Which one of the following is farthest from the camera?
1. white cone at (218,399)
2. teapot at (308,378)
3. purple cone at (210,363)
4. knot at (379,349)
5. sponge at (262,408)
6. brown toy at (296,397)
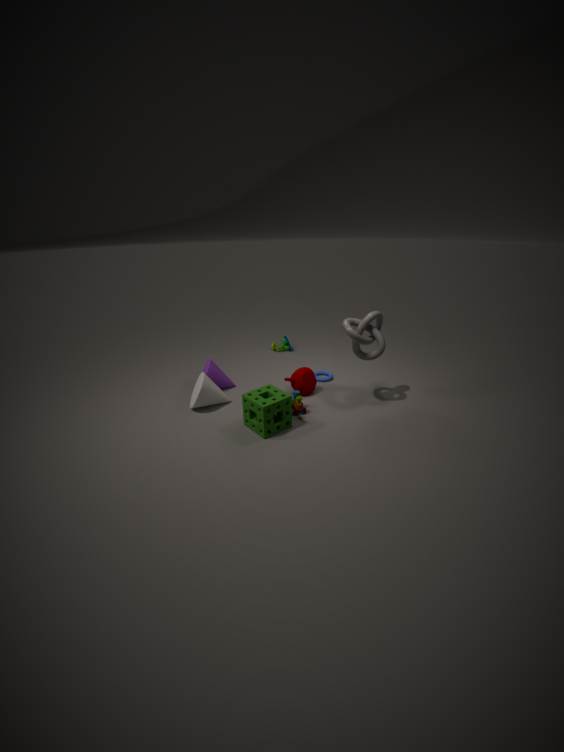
purple cone at (210,363)
